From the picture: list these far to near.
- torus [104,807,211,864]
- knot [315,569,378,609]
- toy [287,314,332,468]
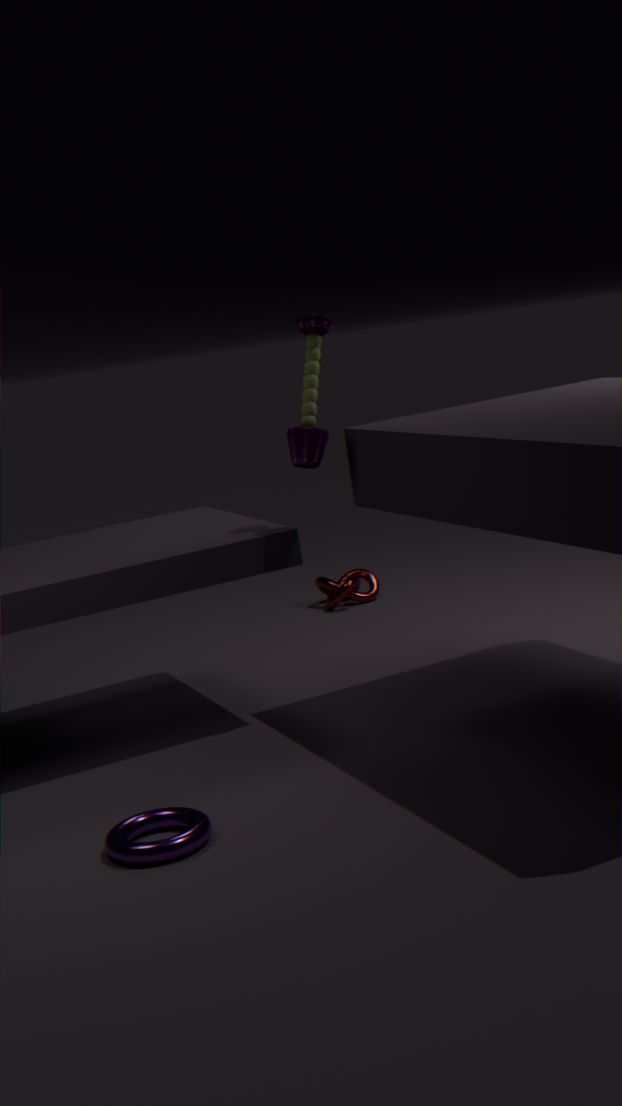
knot [315,569,378,609]
toy [287,314,332,468]
torus [104,807,211,864]
